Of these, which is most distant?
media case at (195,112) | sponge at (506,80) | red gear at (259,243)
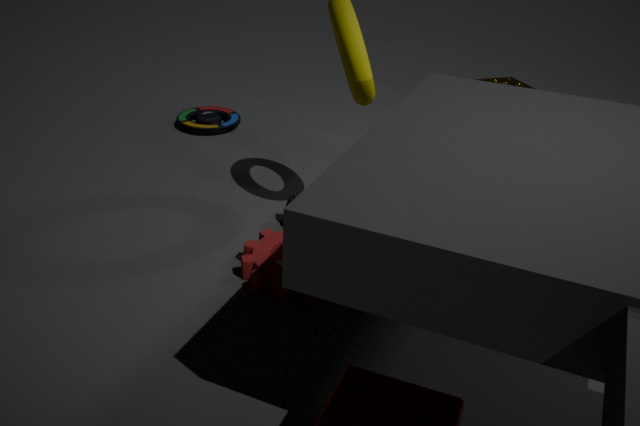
sponge at (506,80)
